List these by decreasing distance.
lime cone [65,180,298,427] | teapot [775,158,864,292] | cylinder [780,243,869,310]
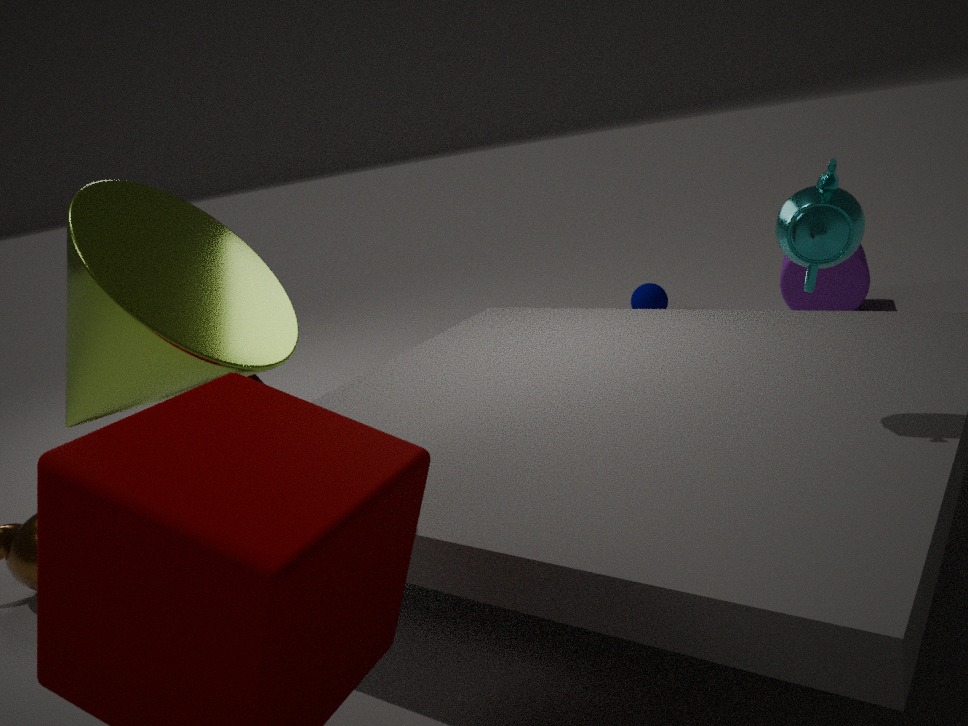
cylinder [780,243,869,310], teapot [775,158,864,292], lime cone [65,180,298,427]
